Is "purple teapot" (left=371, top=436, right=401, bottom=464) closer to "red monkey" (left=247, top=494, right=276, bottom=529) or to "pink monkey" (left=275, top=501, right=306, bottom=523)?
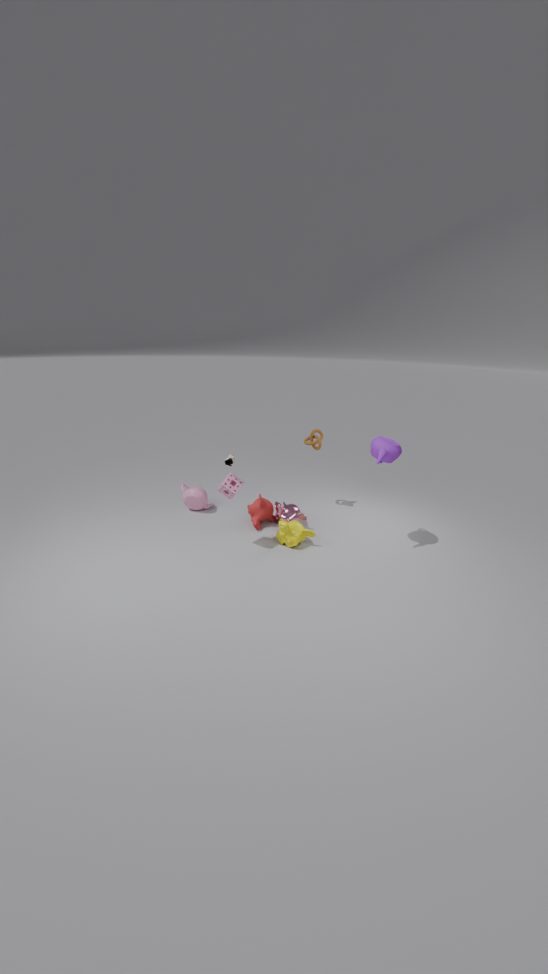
"pink monkey" (left=275, top=501, right=306, bottom=523)
